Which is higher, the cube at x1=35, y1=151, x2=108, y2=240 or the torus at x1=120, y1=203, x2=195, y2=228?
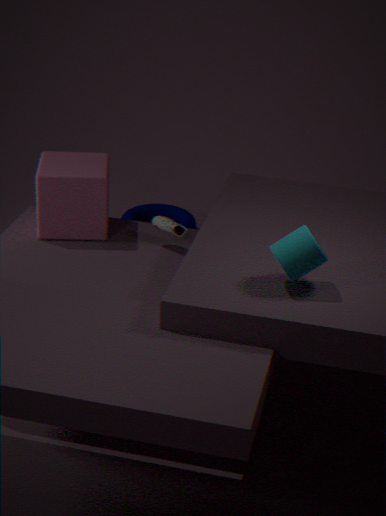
the cube at x1=35, y1=151, x2=108, y2=240
